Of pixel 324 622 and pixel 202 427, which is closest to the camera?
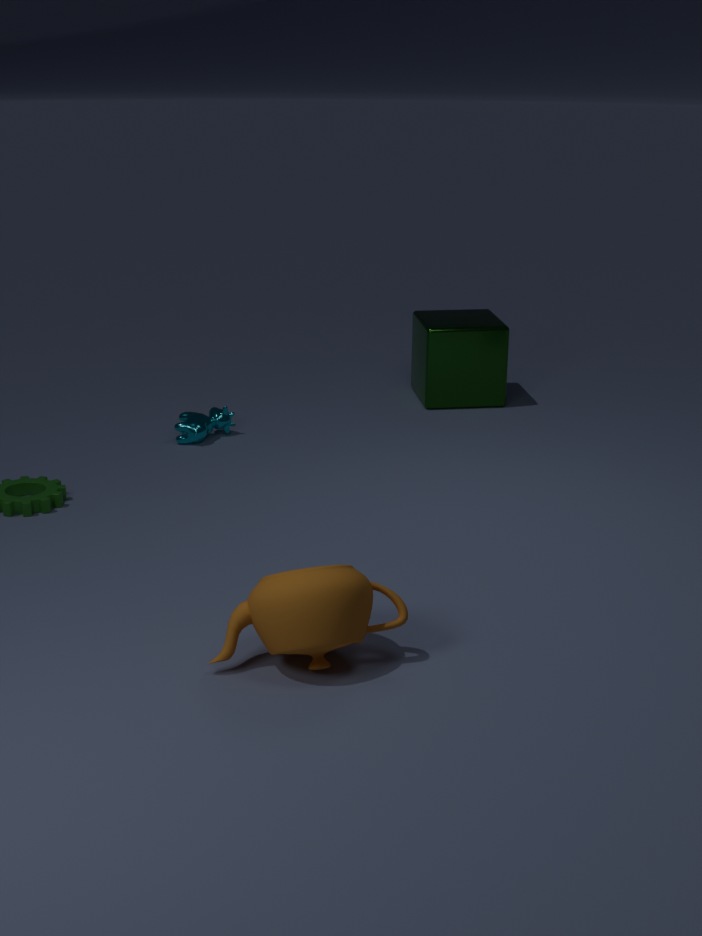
pixel 324 622
